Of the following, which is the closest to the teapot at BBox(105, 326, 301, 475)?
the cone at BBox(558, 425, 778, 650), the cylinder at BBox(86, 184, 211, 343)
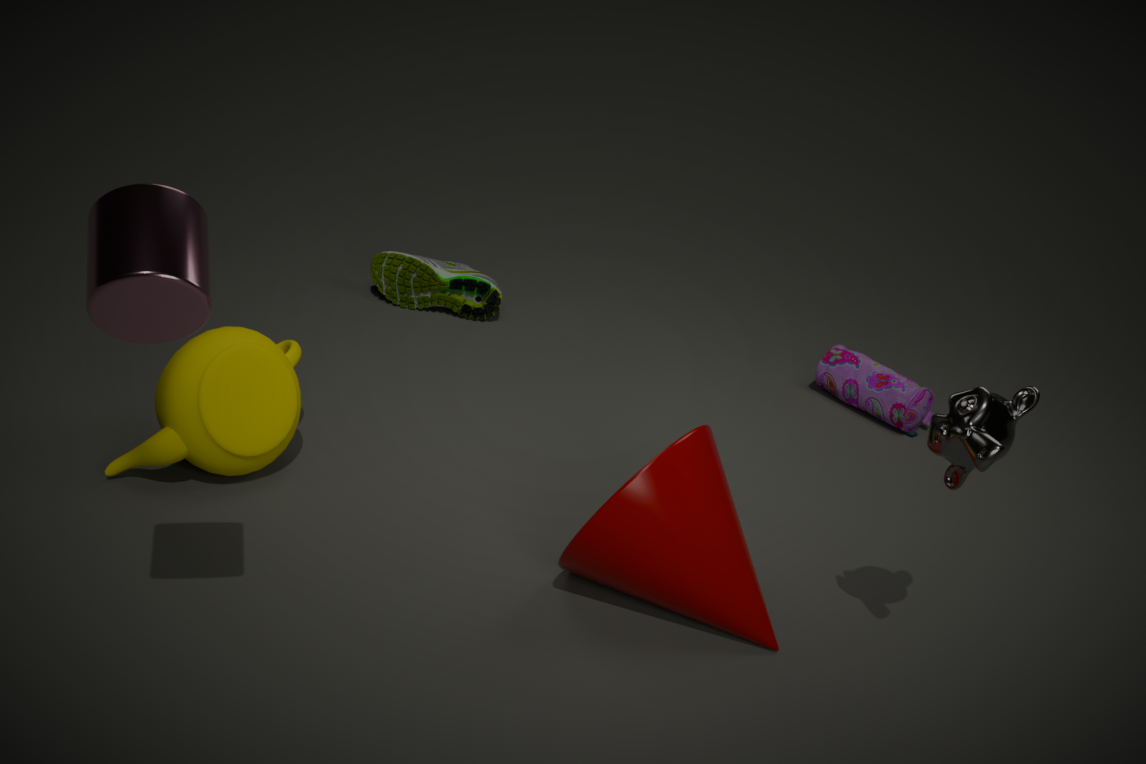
the cone at BBox(558, 425, 778, 650)
